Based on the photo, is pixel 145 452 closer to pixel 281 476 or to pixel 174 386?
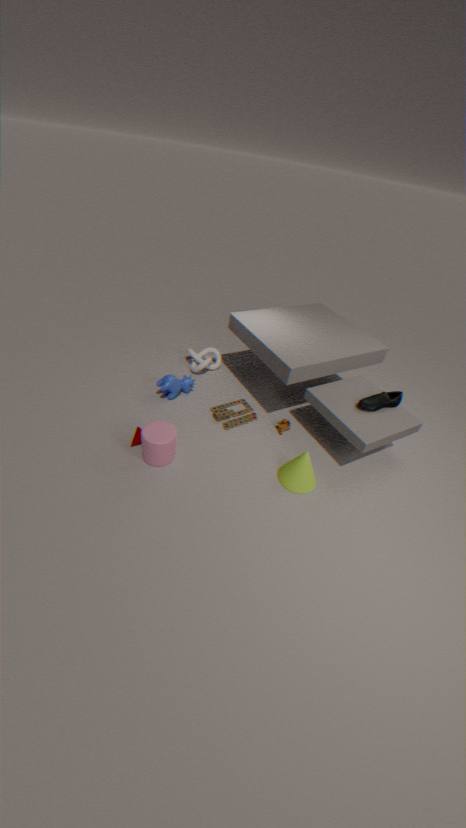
pixel 174 386
